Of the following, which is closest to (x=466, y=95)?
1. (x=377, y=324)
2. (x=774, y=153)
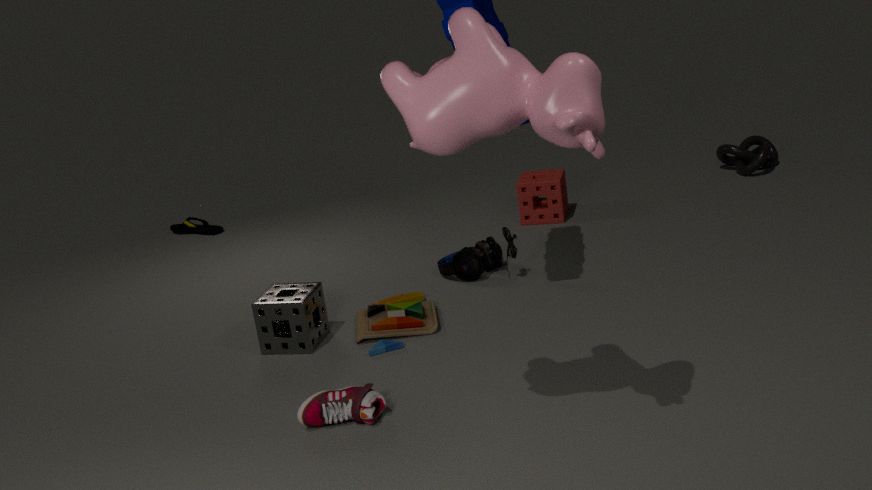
(x=377, y=324)
